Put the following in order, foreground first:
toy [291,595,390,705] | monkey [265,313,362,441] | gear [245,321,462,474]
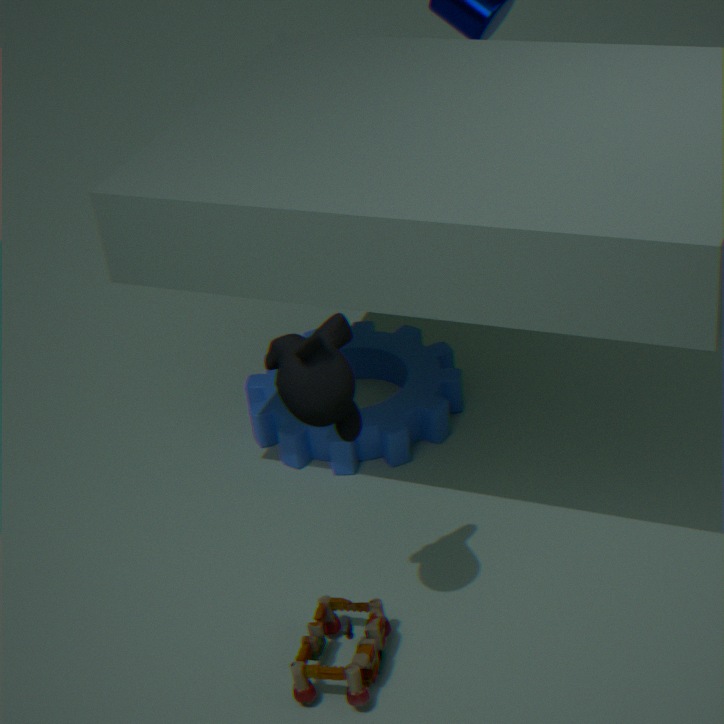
monkey [265,313,362,441] → toy [291,595,390,705] → gear [245,321,462,474]
